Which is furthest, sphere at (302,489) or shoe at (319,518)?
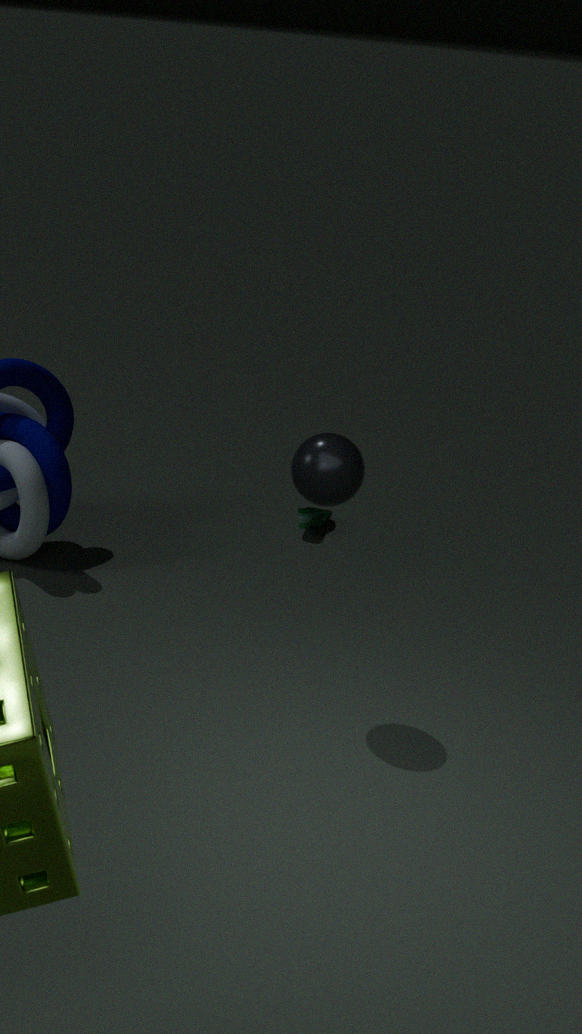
shoe at (319,518)
